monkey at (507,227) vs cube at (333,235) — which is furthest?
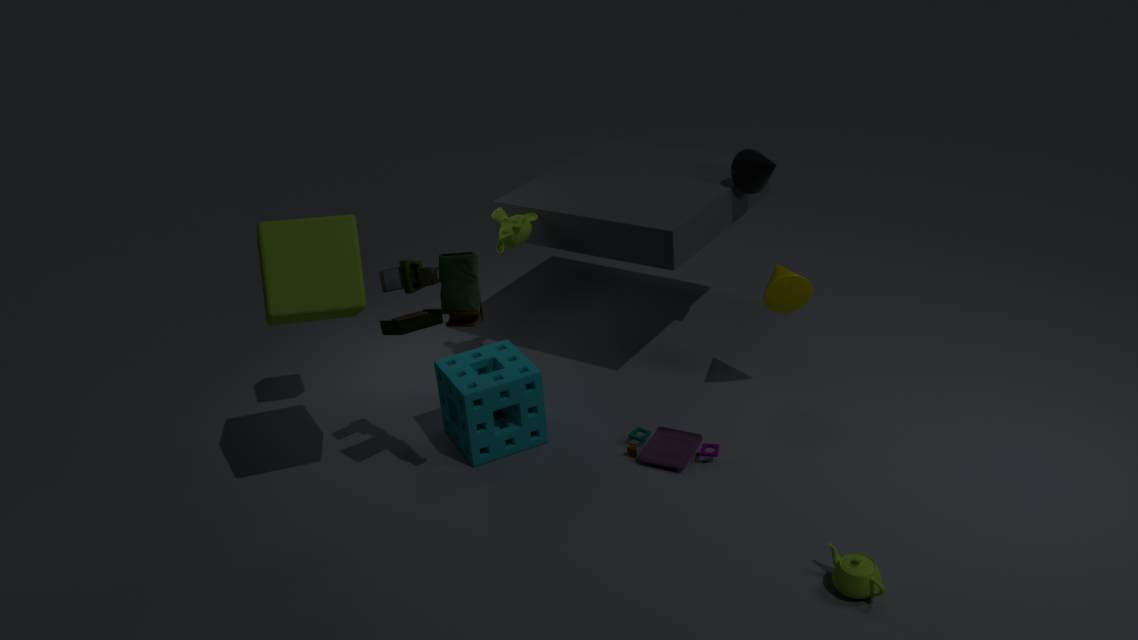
monkey at (507,227)
